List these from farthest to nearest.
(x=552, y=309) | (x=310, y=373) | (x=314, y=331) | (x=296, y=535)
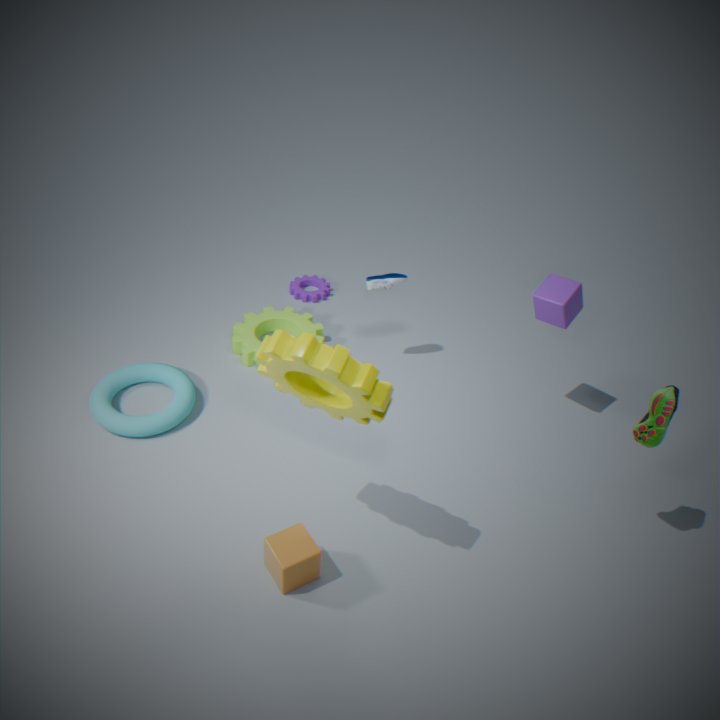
(x=314, y=331), (x=552, y=309), (x=296, y=535), (x=310, y=373)
